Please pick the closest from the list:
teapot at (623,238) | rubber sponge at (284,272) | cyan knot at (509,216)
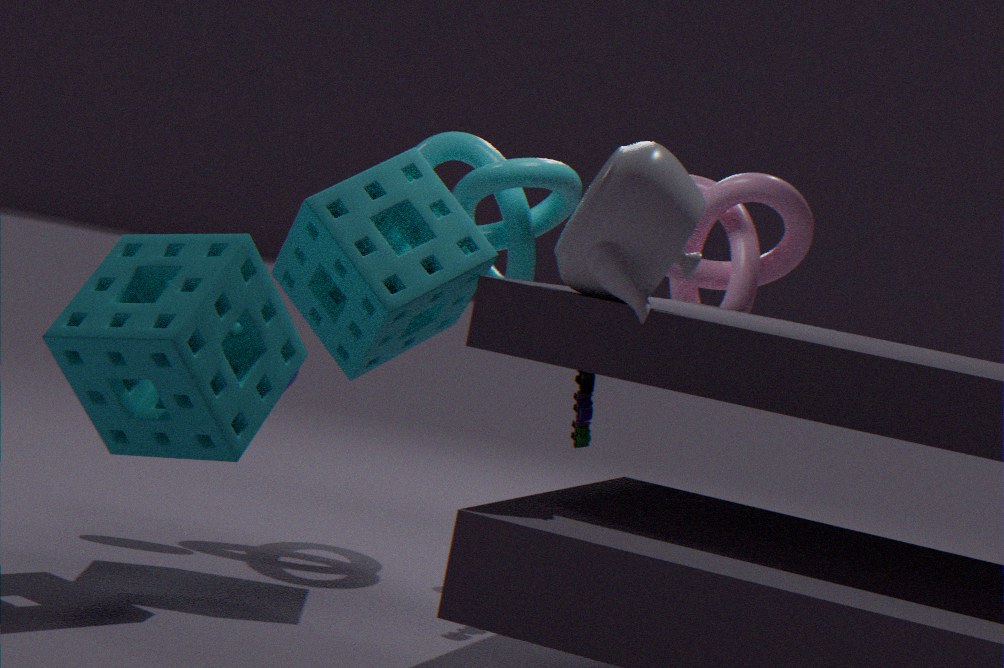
teapot at (623,238)
